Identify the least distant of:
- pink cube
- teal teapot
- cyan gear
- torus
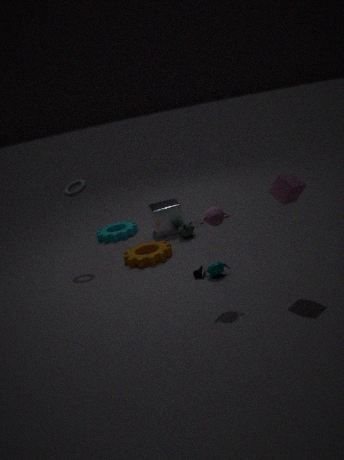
pink cube
